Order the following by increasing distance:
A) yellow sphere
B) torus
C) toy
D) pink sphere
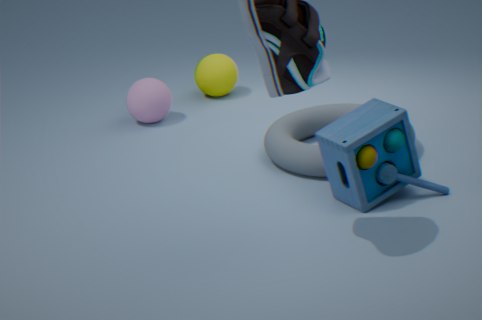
toy < torus < pink sphere < yellow sphere
